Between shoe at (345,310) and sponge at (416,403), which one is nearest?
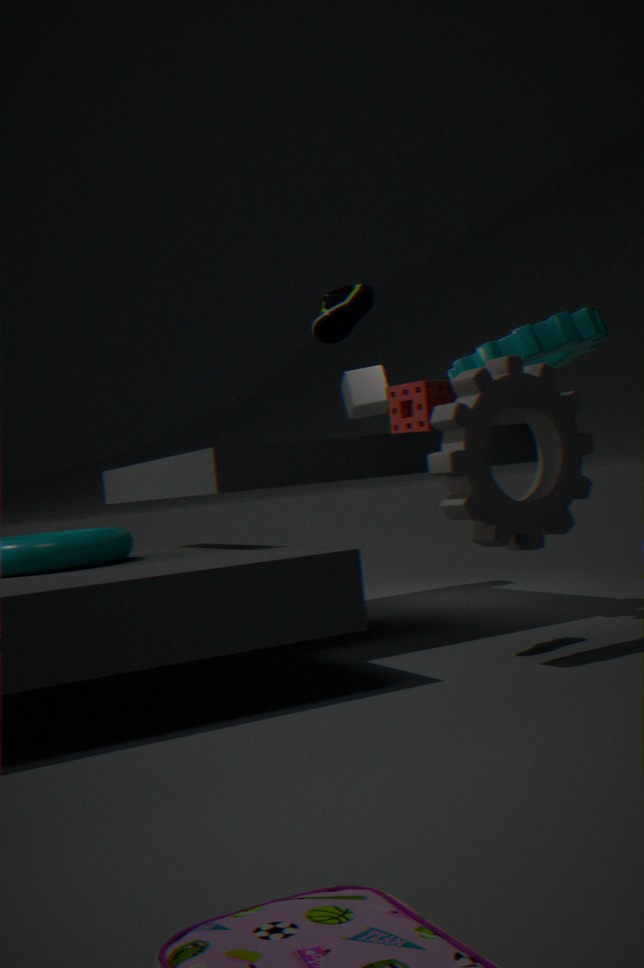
shoe at (345,310)
